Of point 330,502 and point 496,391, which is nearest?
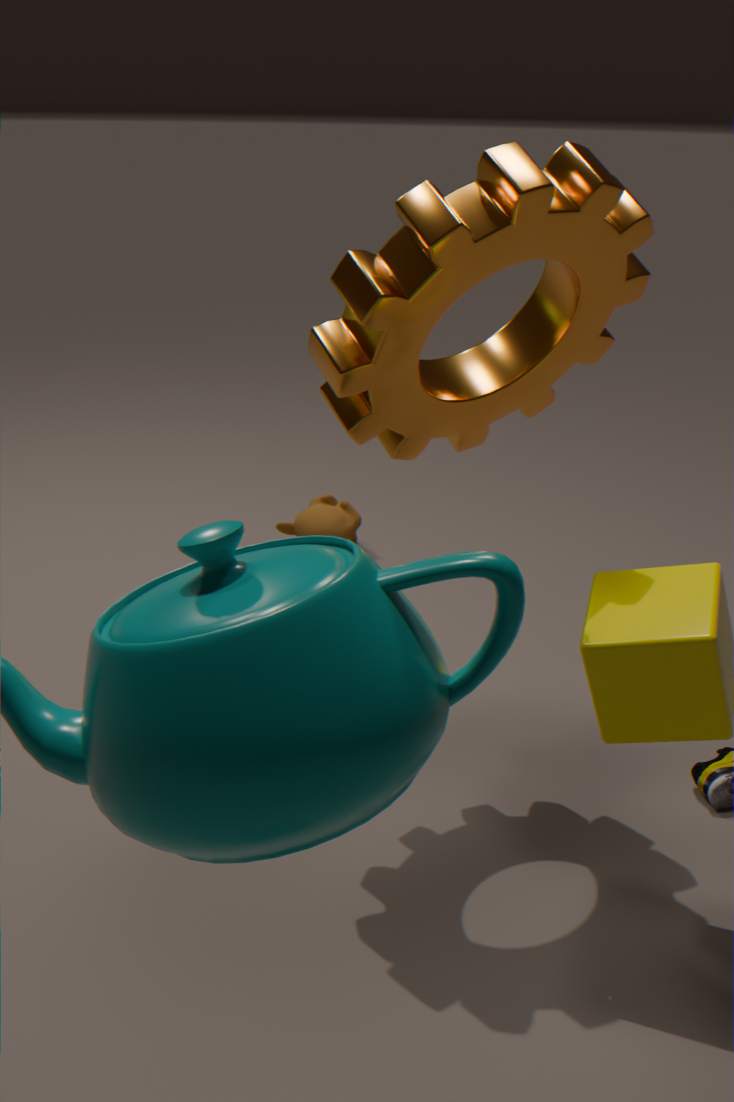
point 496,391
